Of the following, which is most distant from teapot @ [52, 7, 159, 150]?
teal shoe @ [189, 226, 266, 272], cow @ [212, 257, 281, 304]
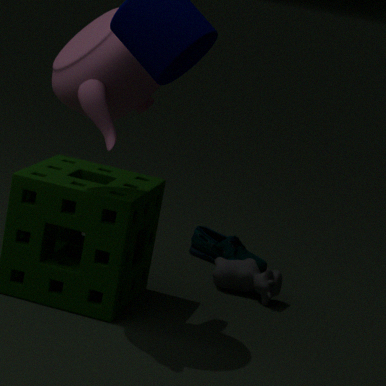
teal shoe @ [189, 226, 266, 272]
